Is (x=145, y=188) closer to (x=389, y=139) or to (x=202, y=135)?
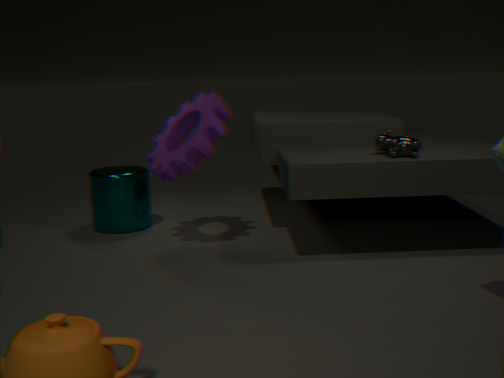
(x=202, y=135)
